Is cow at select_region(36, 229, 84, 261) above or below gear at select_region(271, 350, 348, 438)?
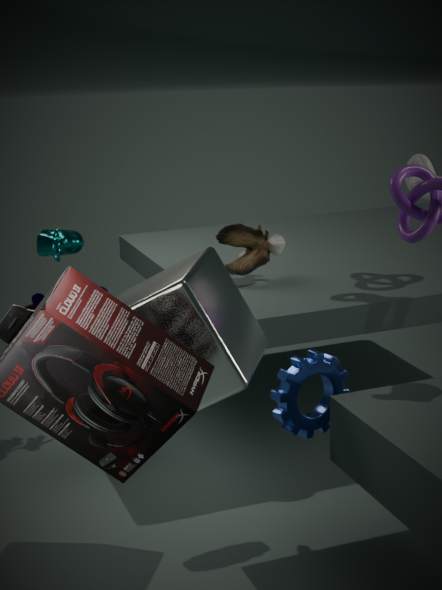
above
